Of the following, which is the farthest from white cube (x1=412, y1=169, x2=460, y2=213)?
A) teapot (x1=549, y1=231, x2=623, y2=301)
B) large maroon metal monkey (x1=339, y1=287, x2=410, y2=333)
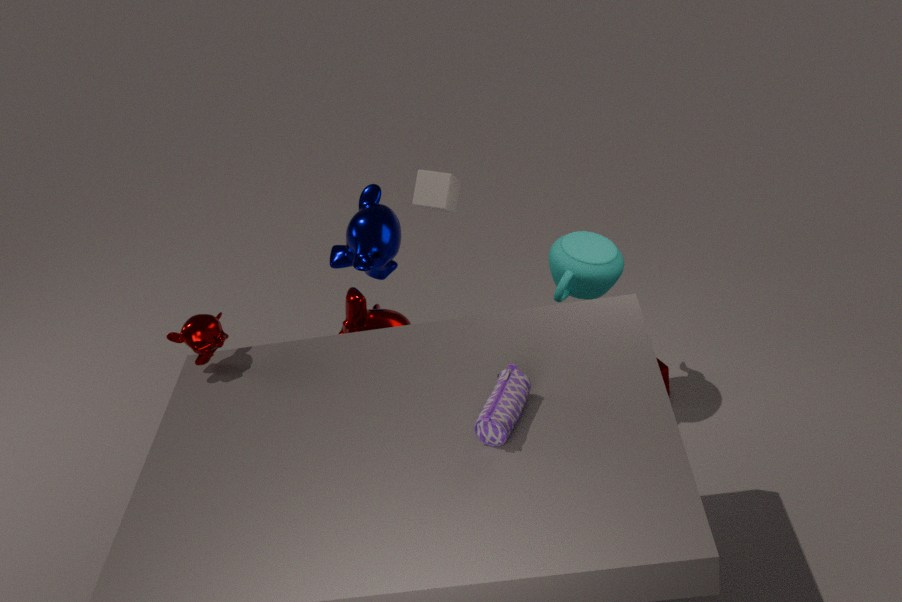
large maroon metal monkey (x1=339, y1=287, x2=410, y2=333)
